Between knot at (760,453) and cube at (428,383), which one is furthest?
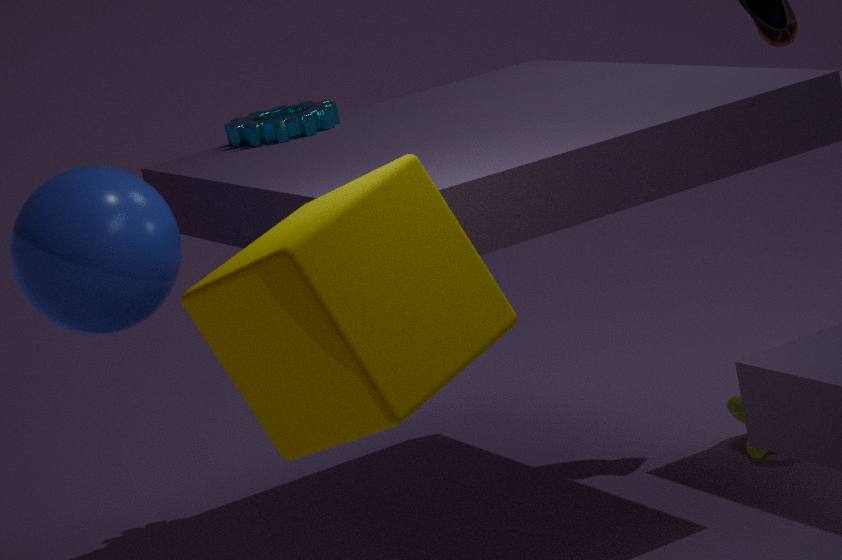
knot at (760,453)
